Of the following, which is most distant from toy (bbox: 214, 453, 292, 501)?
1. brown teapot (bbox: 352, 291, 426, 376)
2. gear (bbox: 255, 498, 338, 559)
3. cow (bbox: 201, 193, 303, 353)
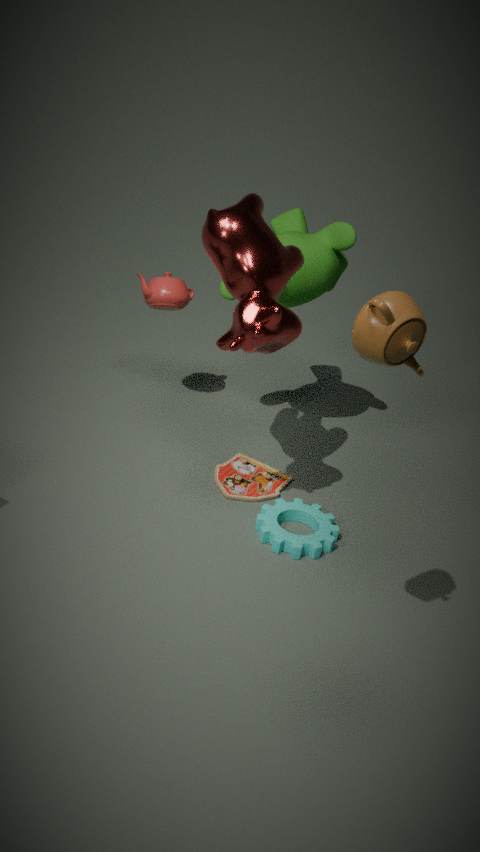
brown teapot (bbox: 352, 291, 426, 376)
